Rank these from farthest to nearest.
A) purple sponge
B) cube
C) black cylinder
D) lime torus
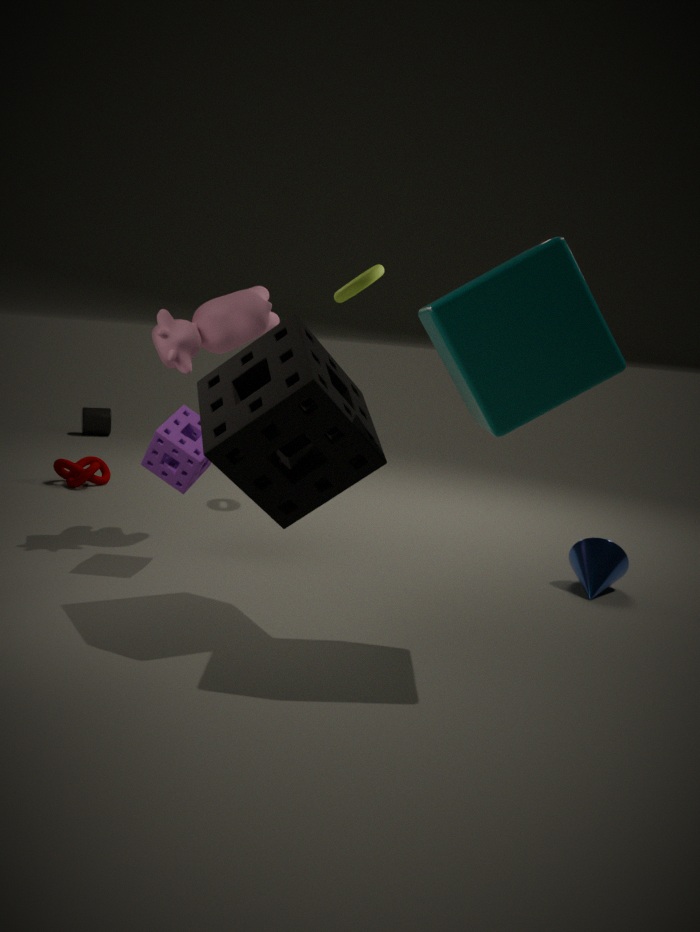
black cylinder → lime torus → purple sponge → cube
